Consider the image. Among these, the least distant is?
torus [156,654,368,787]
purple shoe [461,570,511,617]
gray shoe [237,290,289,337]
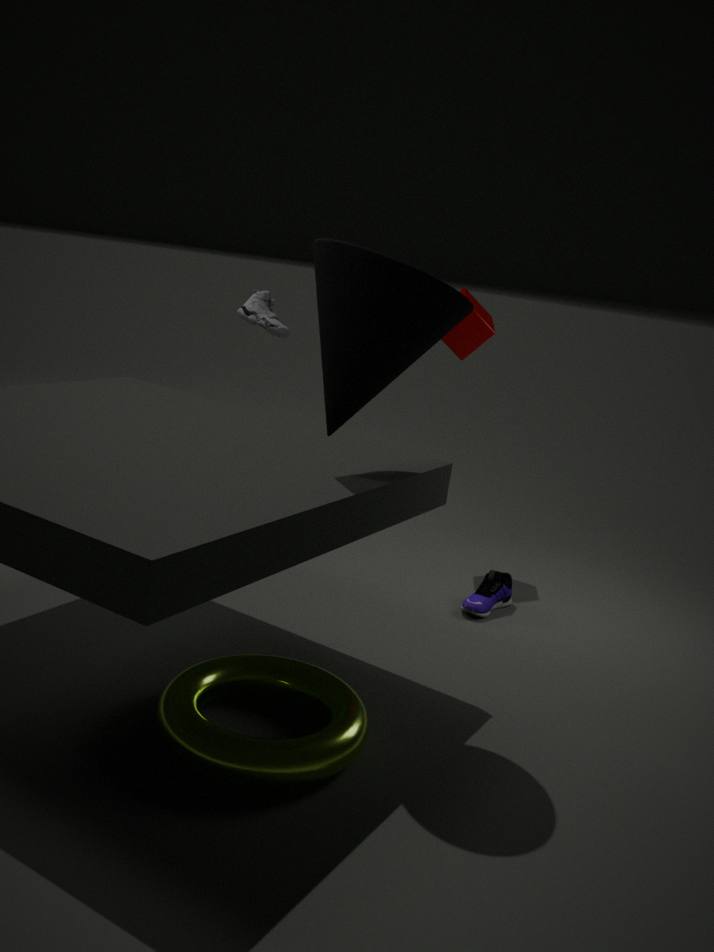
torus [156,654,368,787]
